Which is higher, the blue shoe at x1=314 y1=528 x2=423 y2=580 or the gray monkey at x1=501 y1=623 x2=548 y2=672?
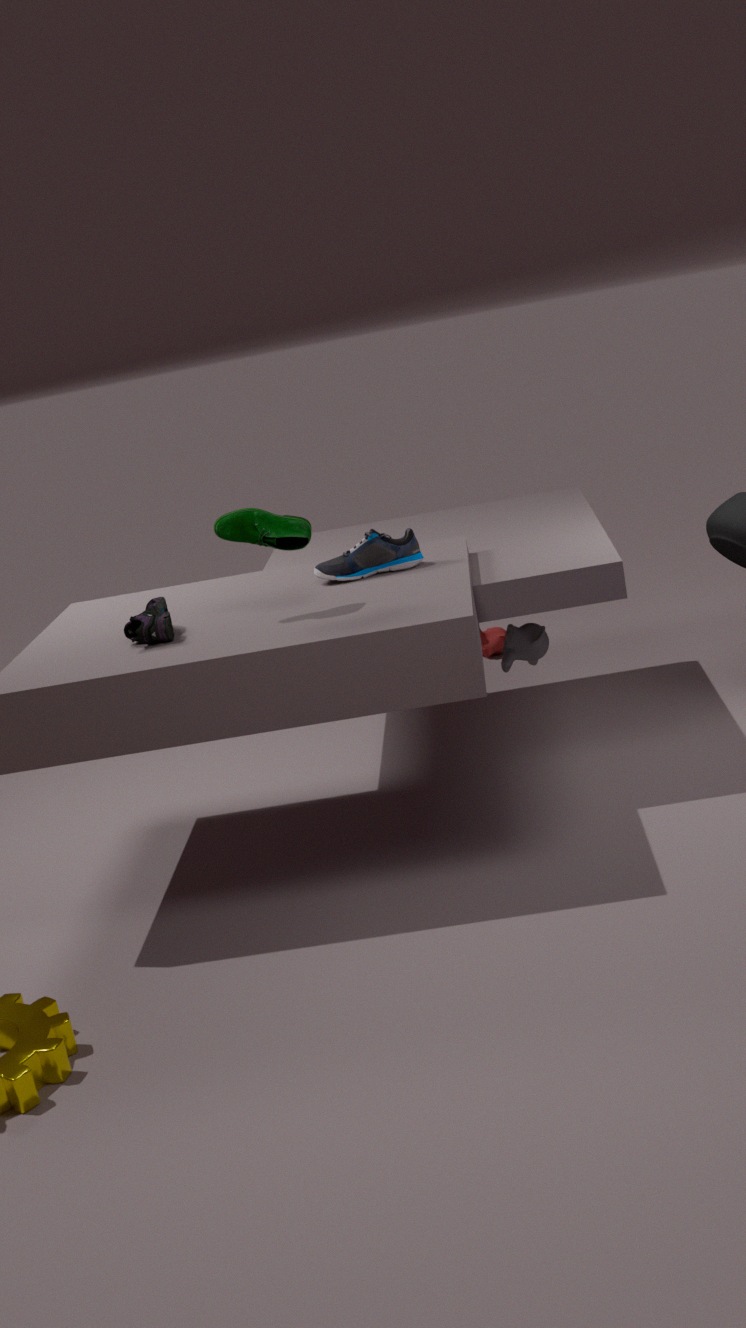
the blue shoe at x1=314 y1=528 x2=423 y2=580
